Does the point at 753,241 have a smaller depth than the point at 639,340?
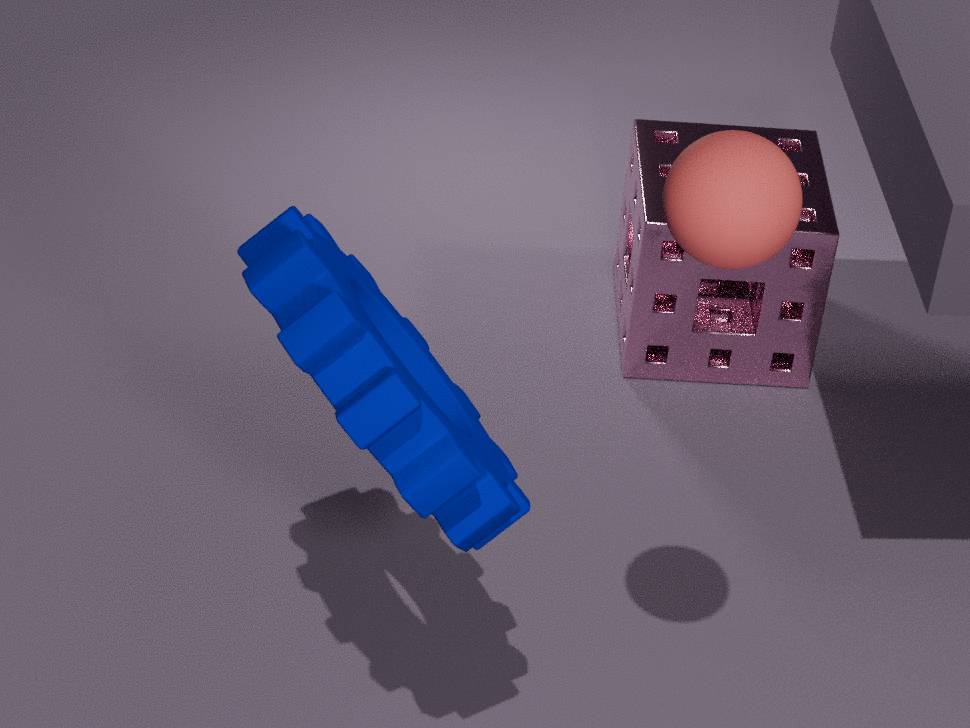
Yes
